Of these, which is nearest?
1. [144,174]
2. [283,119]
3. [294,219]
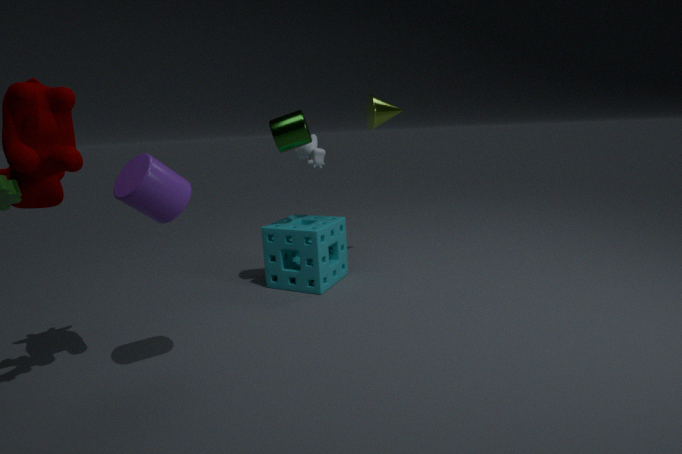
[144,174]
